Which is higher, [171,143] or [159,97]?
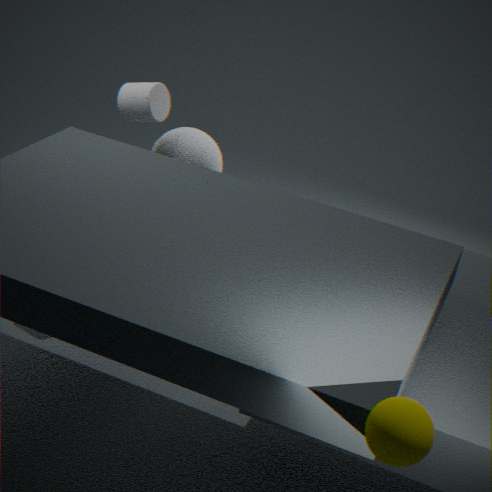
[159,97]
